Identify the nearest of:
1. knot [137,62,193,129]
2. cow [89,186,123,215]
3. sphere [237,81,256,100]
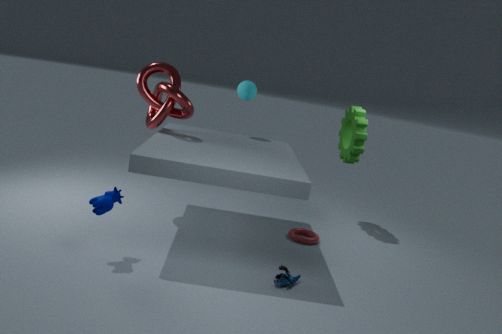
cow [89,186,123,215]
